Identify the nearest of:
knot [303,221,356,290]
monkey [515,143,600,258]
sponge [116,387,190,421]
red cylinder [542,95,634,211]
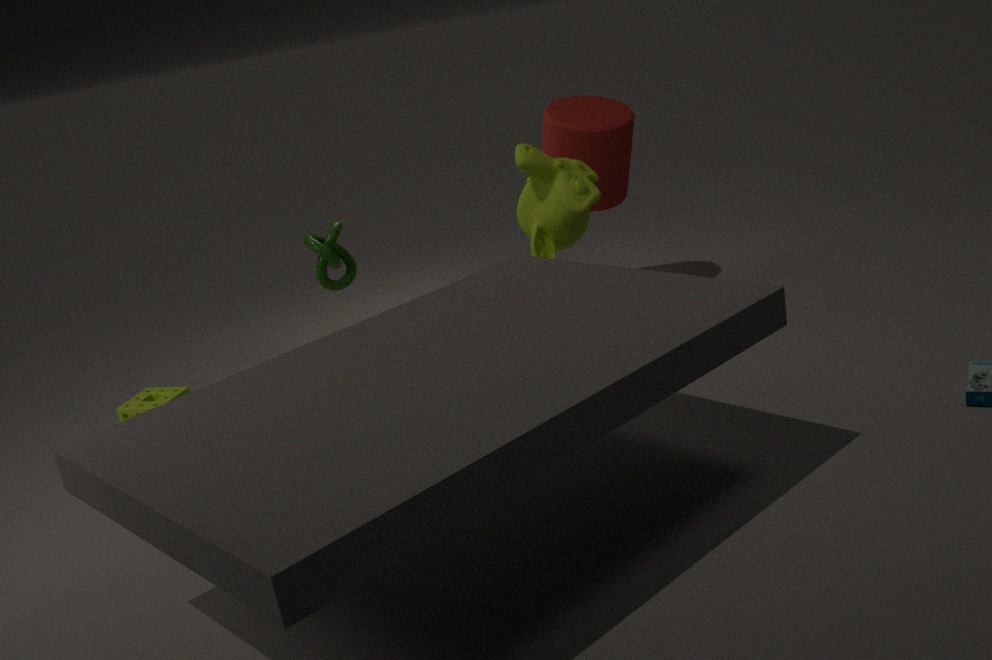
monkey [515,143,600,258]
